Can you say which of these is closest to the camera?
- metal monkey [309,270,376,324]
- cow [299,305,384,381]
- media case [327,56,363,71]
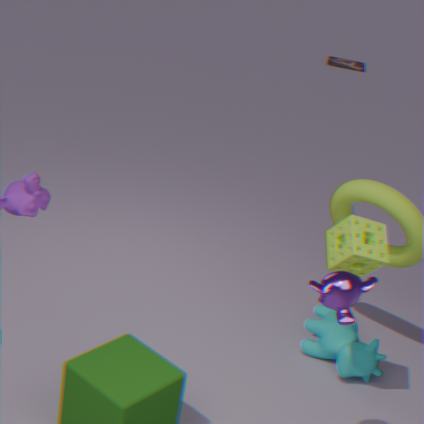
metal monkey [309,270,376,324]
